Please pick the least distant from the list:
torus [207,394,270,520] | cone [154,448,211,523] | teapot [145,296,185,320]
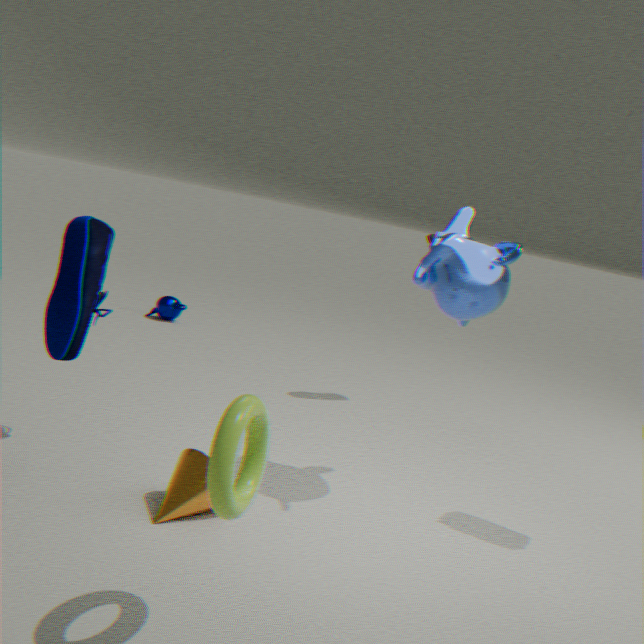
torus [207,394,270,520]
